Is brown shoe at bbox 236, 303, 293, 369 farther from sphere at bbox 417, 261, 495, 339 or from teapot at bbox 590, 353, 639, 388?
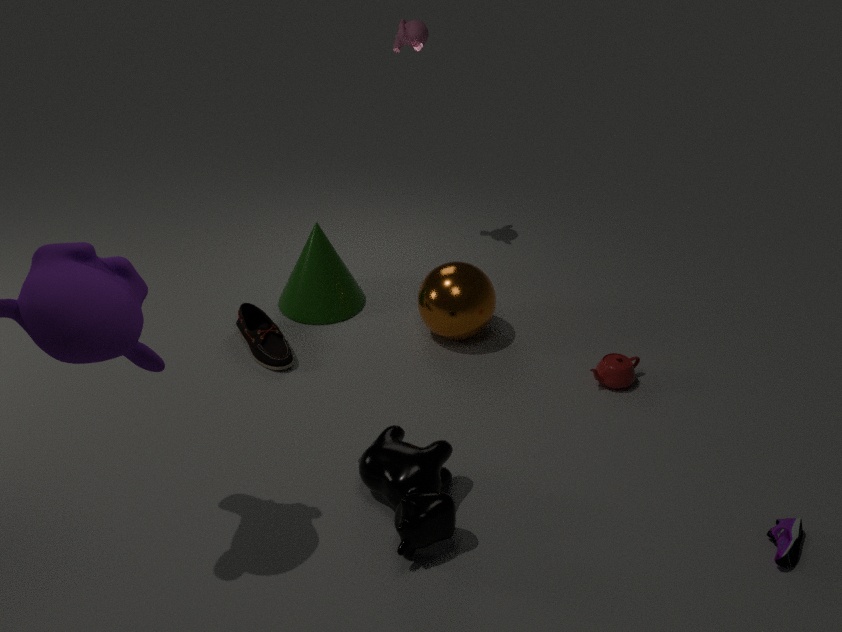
teapot at bbox 590, 353, 639, 388
